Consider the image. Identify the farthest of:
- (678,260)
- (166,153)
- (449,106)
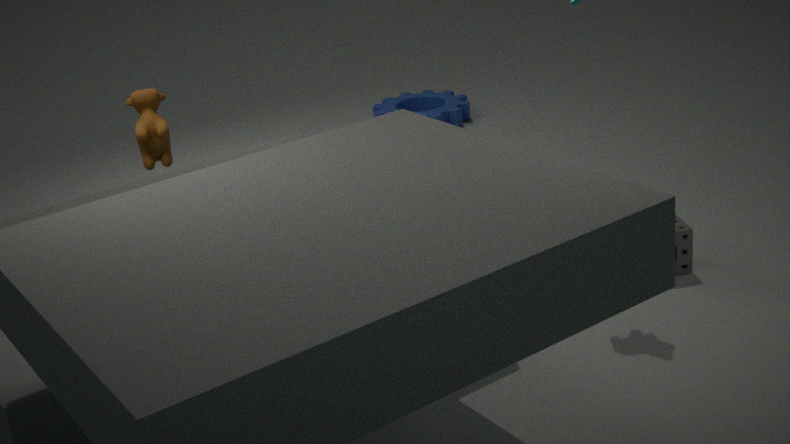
(449,106)
